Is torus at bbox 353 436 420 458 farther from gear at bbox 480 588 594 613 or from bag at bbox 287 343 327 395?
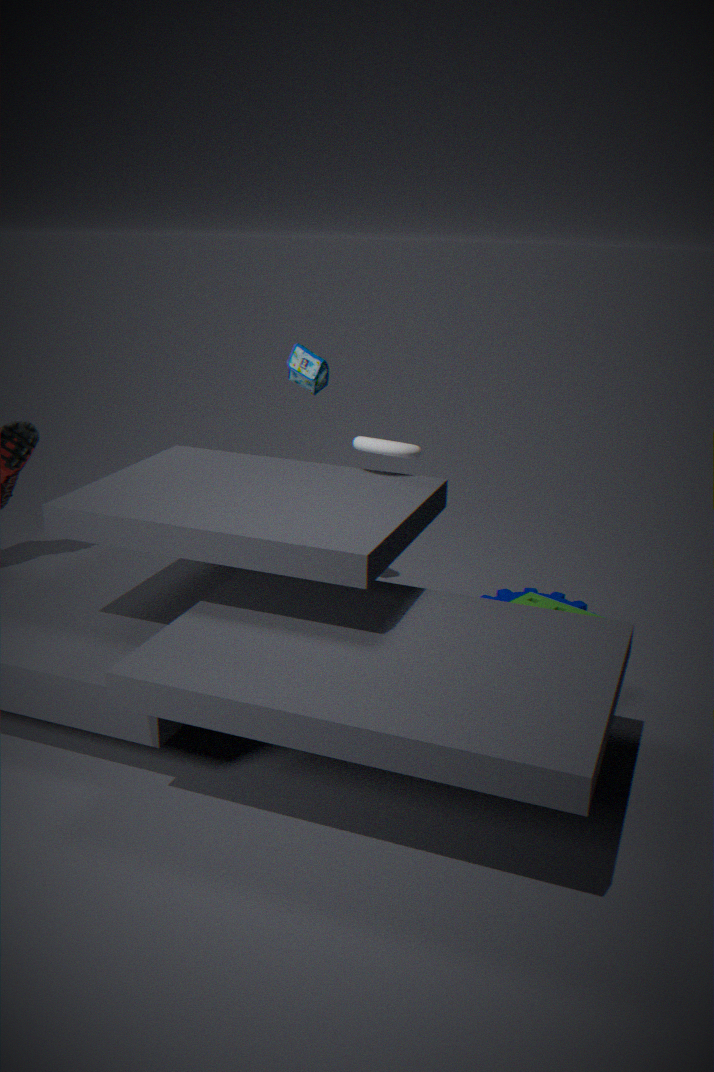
gear at bbox 480 588 594 613
